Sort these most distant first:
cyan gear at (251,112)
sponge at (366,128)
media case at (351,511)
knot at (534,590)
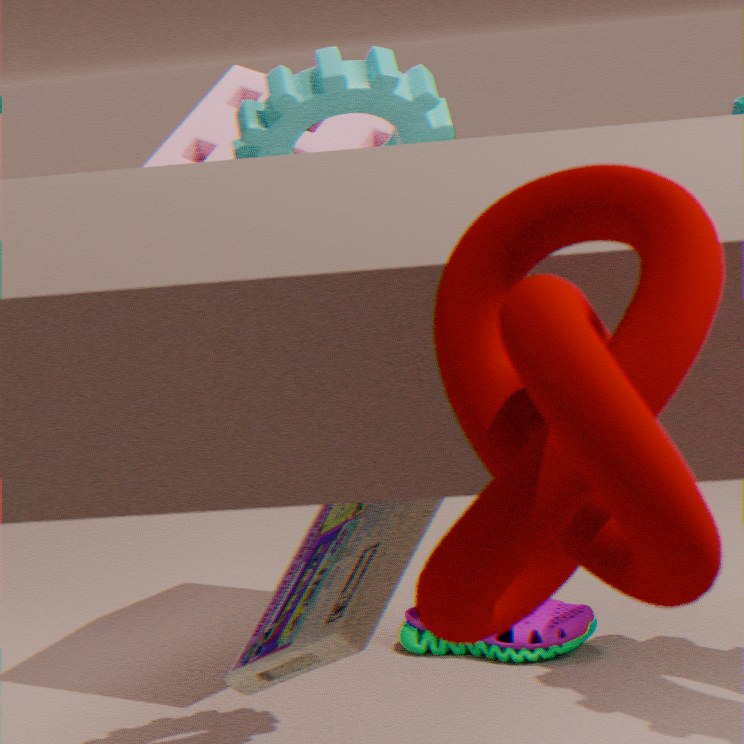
sponge at (366,128)
cyan gear at (251,112)
media case at (351,511)
knot at (534,590)
